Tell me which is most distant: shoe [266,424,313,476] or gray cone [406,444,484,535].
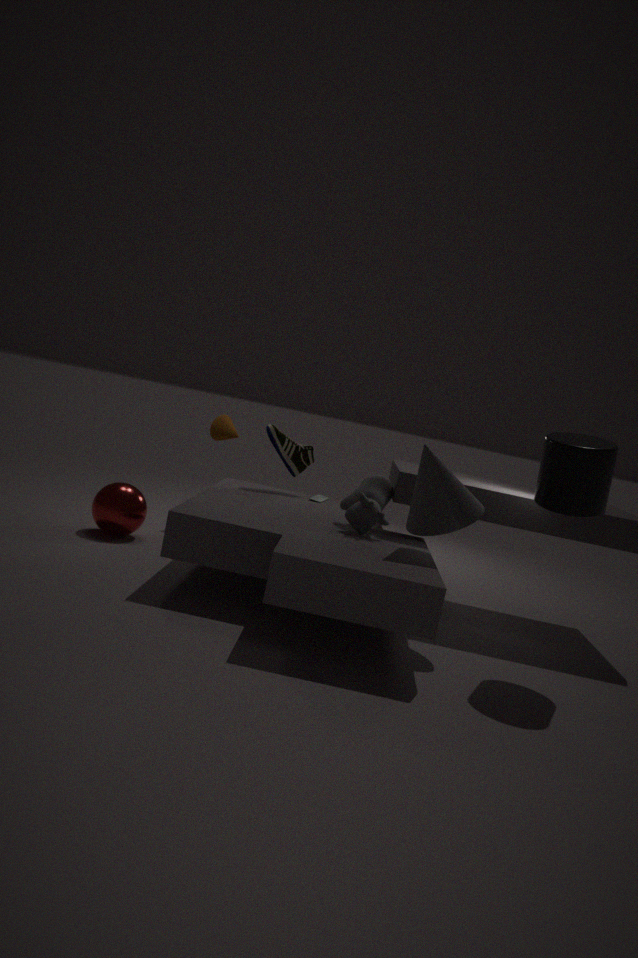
shoe [266,424,313,476]
